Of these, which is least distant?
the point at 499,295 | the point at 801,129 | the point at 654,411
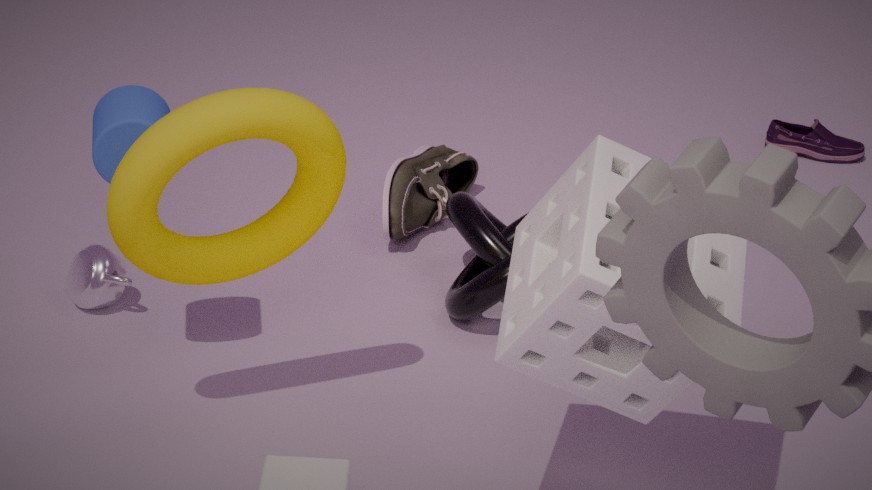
the point at 654,411
